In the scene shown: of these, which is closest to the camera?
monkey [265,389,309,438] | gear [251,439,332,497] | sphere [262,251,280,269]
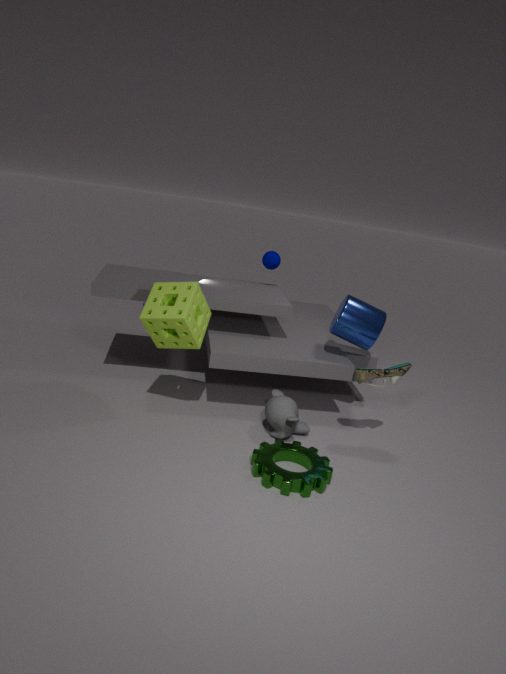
gear [251,439,332,497]
